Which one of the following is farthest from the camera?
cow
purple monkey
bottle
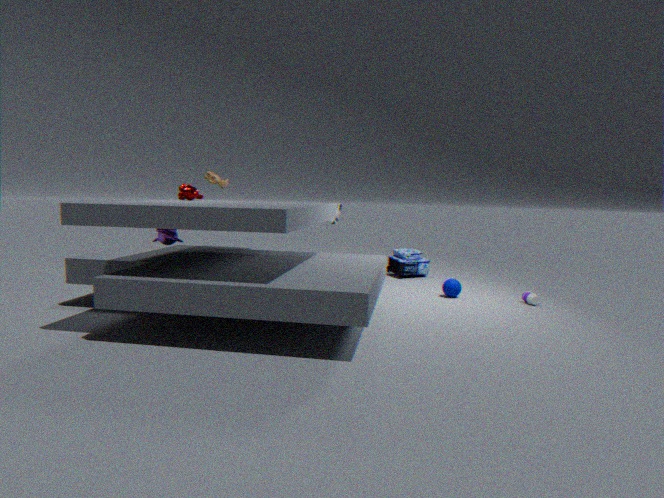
cow
